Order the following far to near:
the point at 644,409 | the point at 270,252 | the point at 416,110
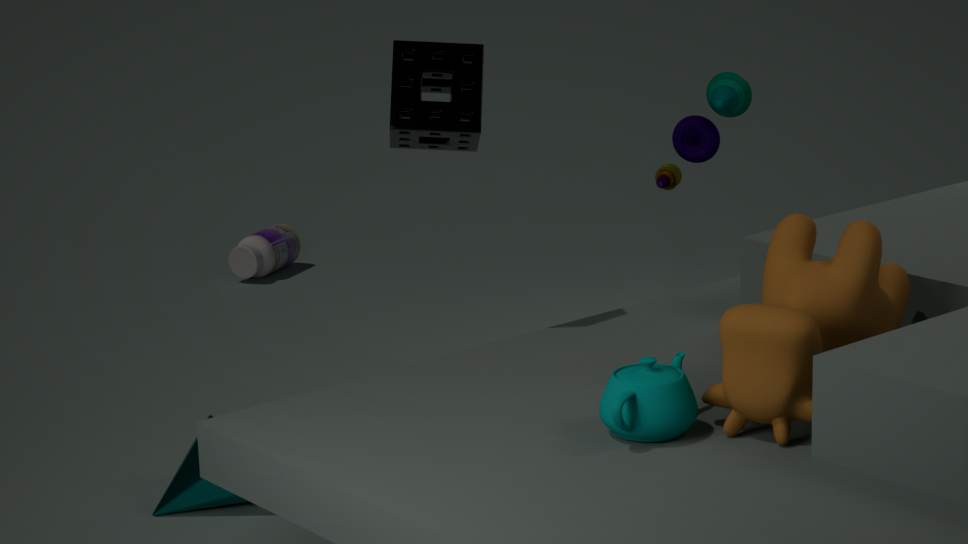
the point at 270,252
the point at 416,110
the point at 644,409
